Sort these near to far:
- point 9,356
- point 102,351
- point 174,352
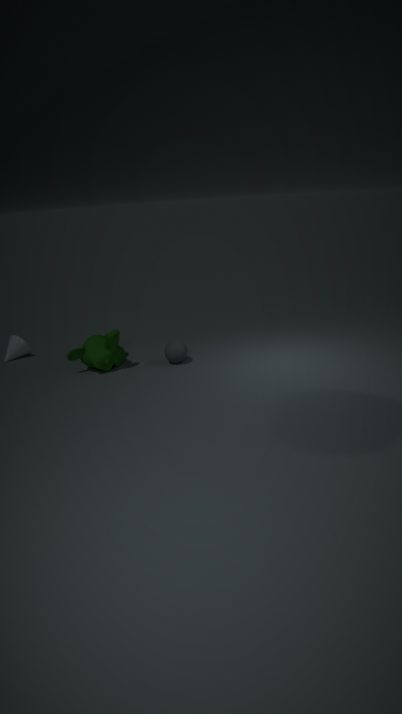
point 102,351, point 174,352, point 9,356
